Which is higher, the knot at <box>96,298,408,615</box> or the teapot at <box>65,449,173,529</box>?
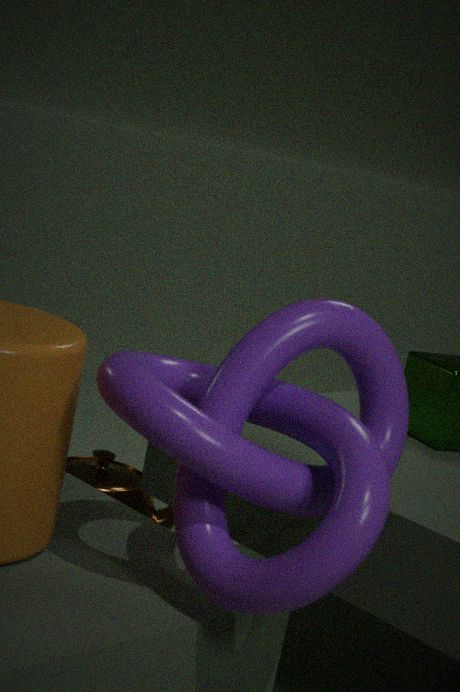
the knot at <box>96,298,408,615</box>
